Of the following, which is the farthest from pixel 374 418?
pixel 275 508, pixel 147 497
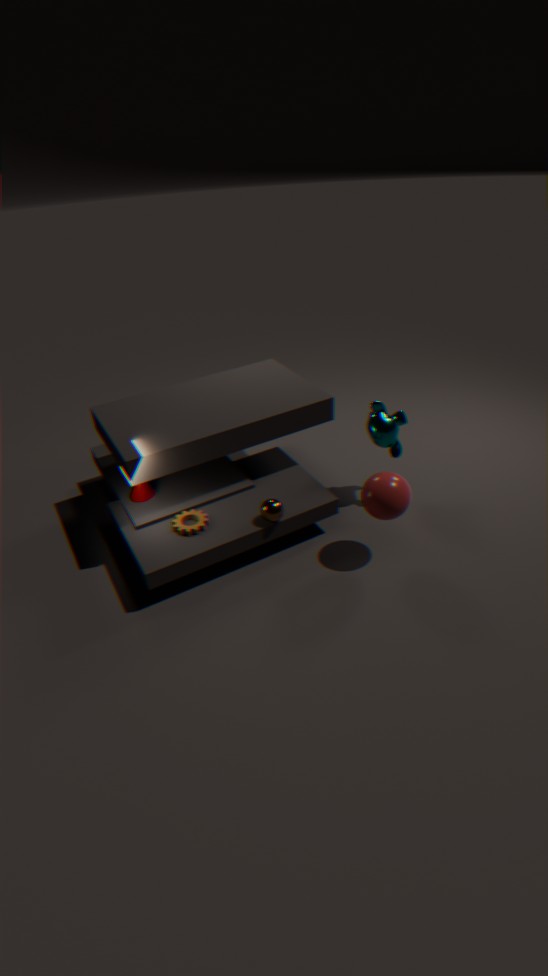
pixel 147 497
